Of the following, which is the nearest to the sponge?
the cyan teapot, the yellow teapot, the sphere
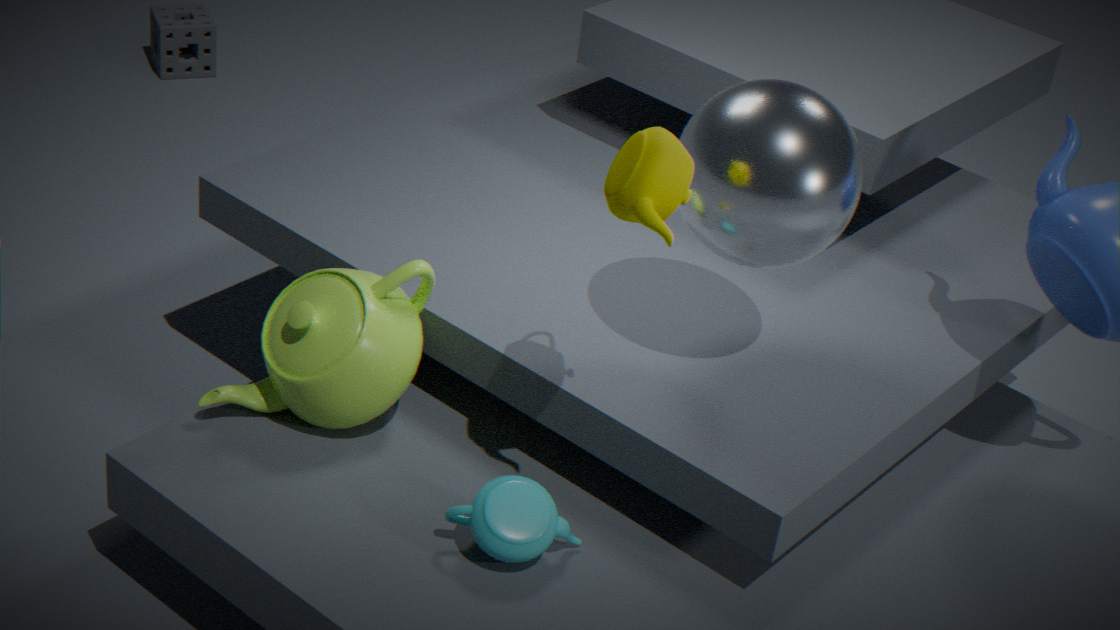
the sphere
